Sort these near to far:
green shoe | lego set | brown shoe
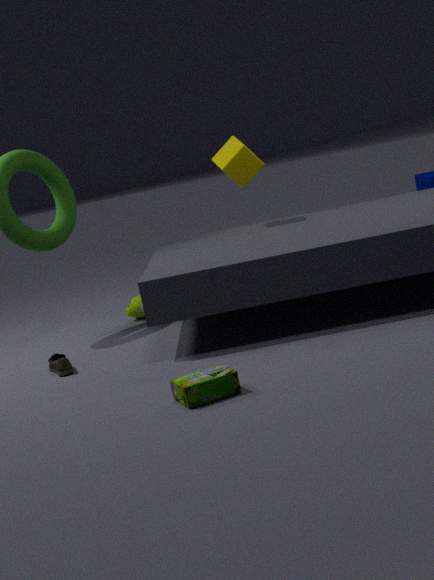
1. lego set
2. brown shoe
3. green shoe
